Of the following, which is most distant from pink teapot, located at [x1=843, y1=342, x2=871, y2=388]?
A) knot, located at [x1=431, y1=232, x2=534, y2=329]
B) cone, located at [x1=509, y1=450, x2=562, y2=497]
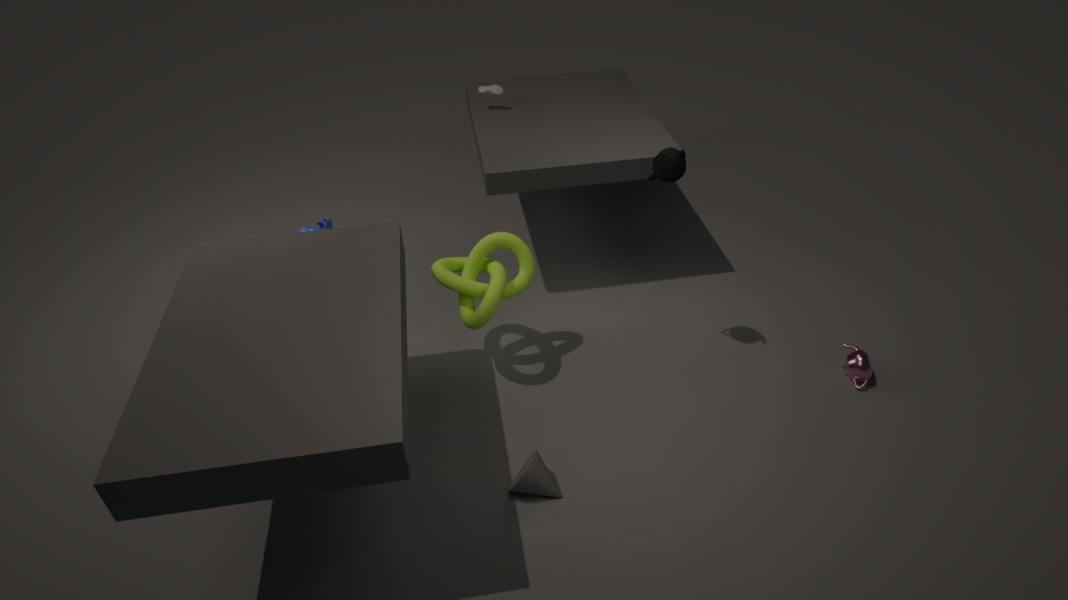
knot, located at [x1=431, y1=232, x2=534, y2=329]
